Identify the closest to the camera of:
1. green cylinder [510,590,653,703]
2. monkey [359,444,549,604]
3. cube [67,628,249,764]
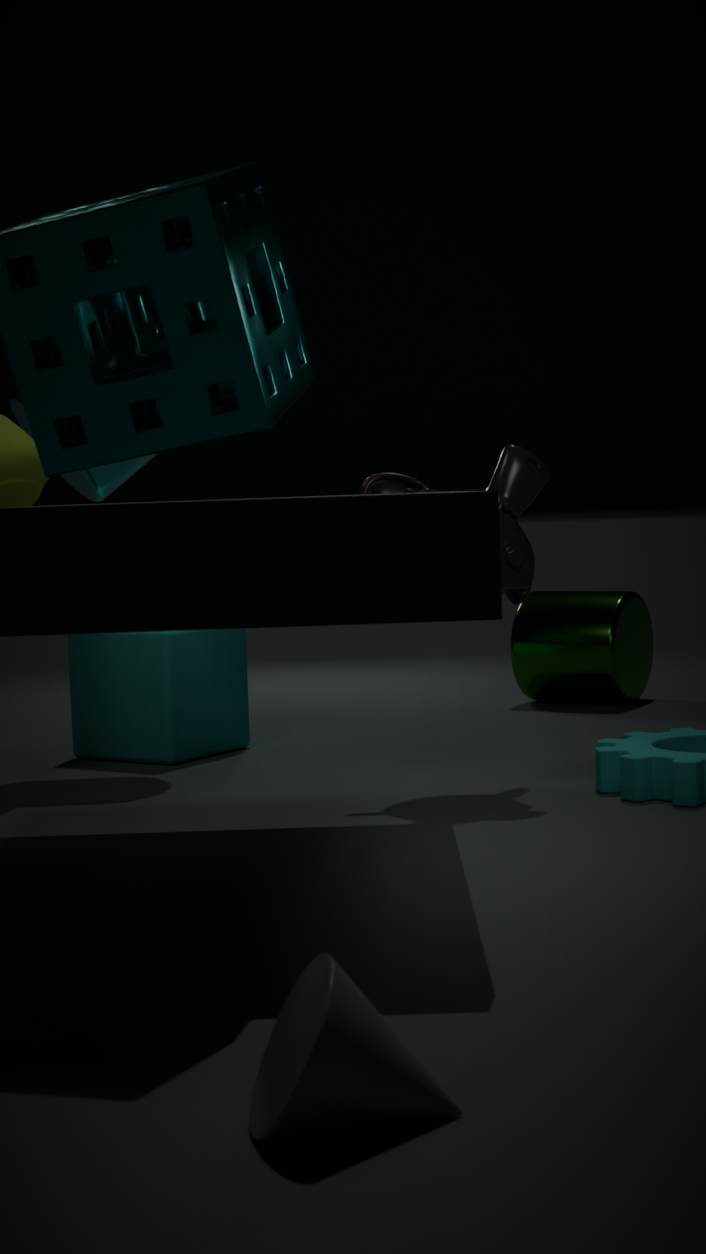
monkey [359,444,549,604]
